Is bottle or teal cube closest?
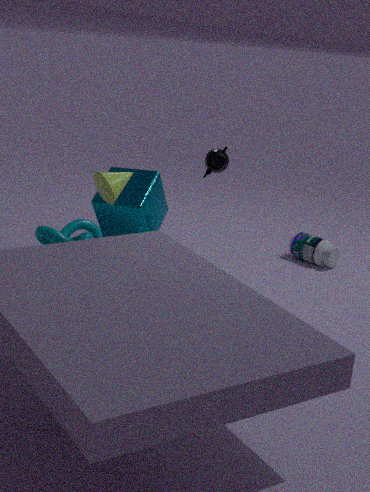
teal cube
